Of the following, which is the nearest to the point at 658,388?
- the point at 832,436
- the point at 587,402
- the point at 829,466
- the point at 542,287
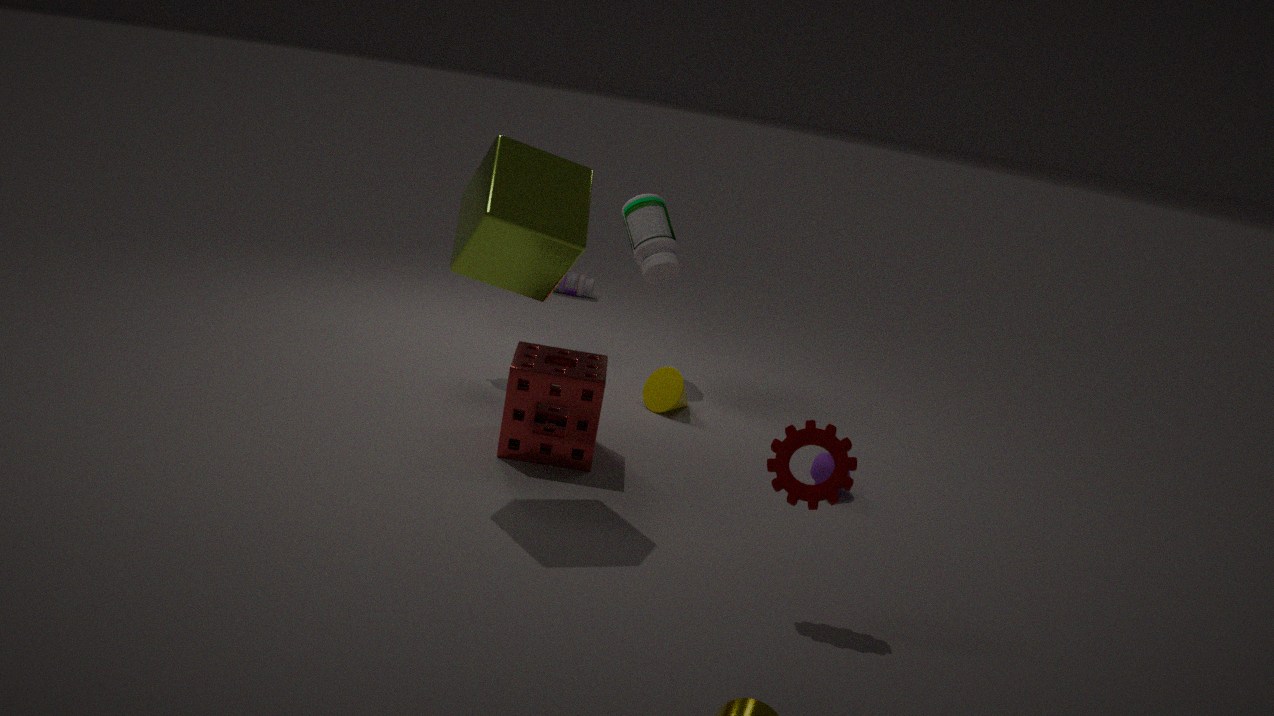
the point at 587,402
